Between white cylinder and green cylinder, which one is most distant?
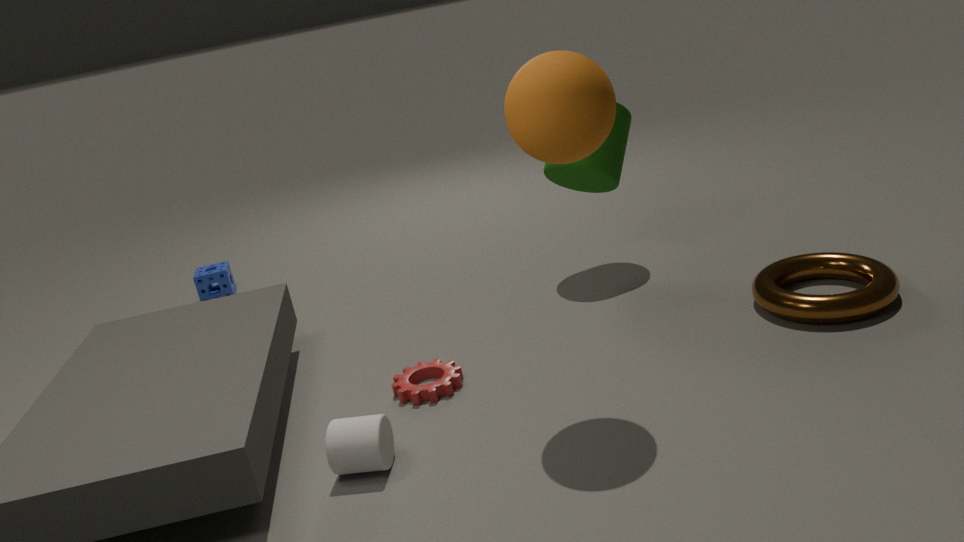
green cylinder
